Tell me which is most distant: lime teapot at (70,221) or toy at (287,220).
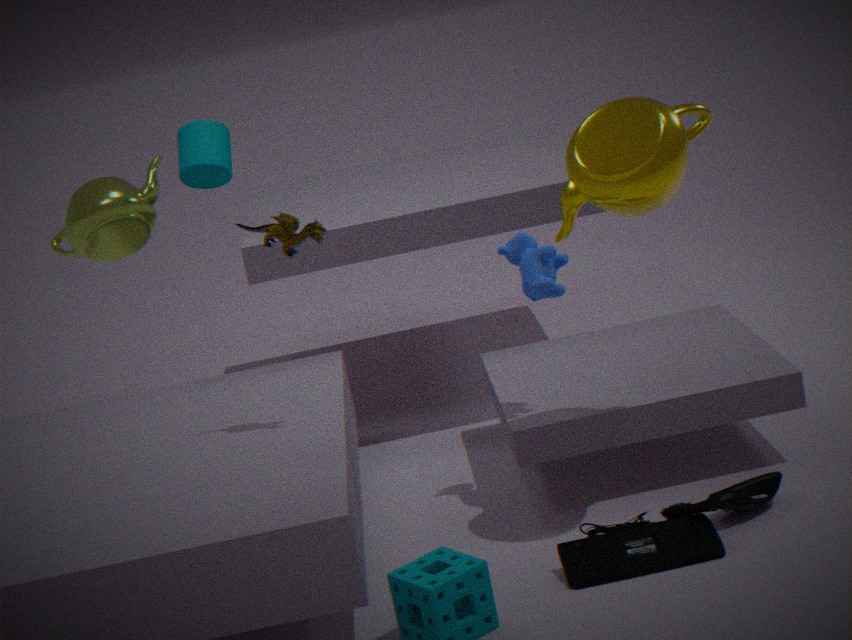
lime teapot at (70,221)
